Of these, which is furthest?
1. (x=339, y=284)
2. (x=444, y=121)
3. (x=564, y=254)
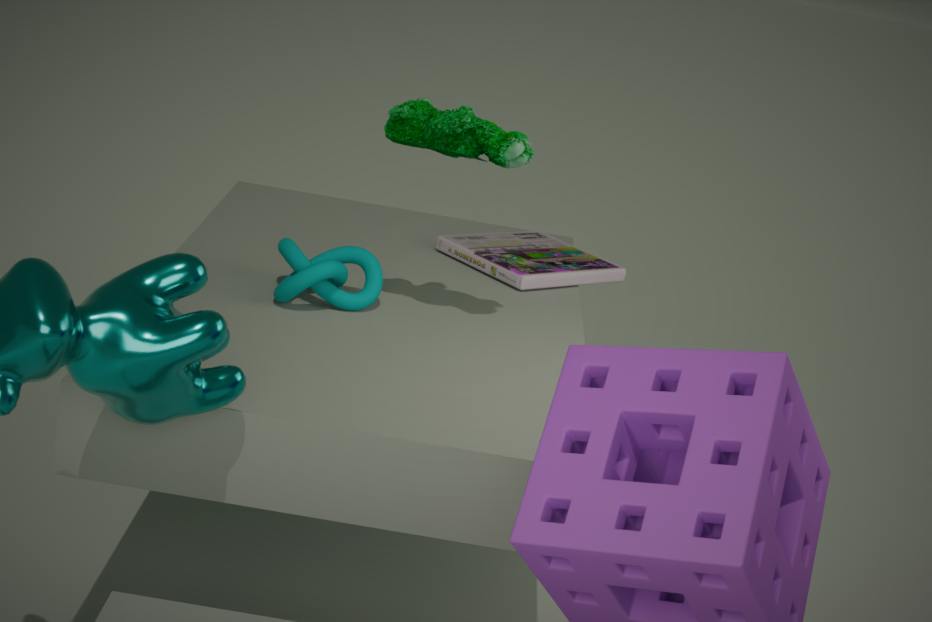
(x=564, y=254)
